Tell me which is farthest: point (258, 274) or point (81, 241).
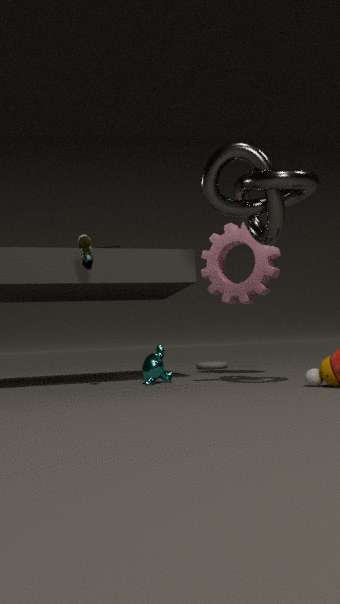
point (258, 274)
